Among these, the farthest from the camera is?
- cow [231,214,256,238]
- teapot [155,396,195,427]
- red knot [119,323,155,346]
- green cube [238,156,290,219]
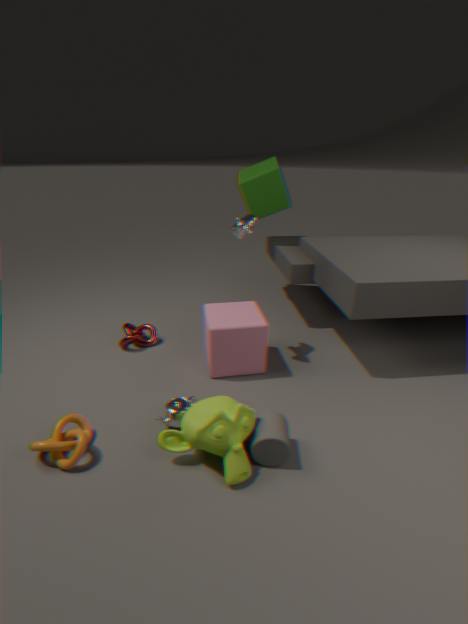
green cube [238,156,290,219]
